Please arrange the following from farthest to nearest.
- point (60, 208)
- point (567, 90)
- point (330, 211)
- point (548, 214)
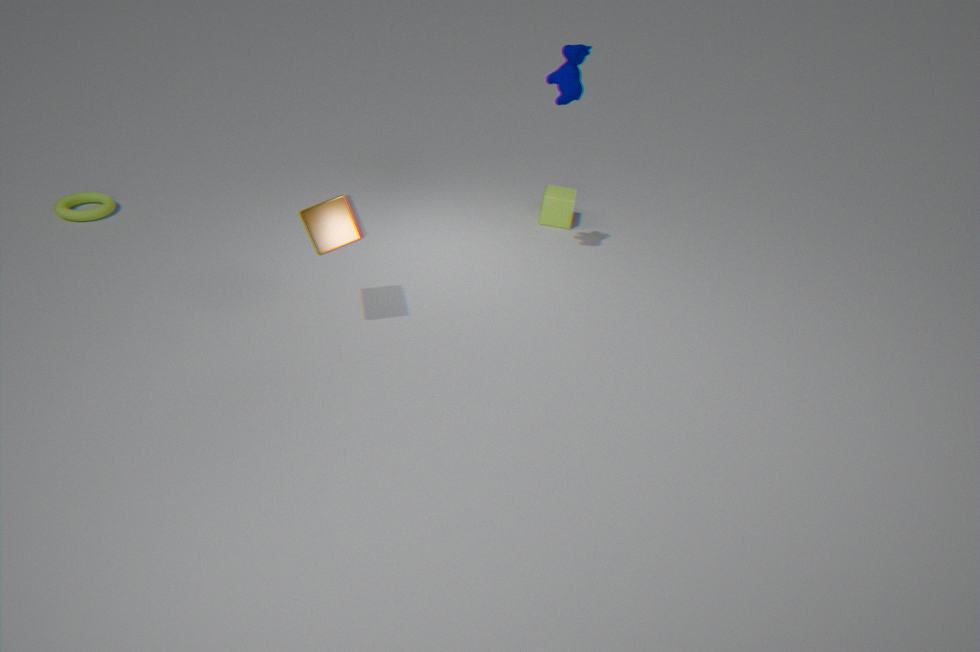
point (548, 214) → point (60, 208) → point (567, 90) → point (330, 211)
